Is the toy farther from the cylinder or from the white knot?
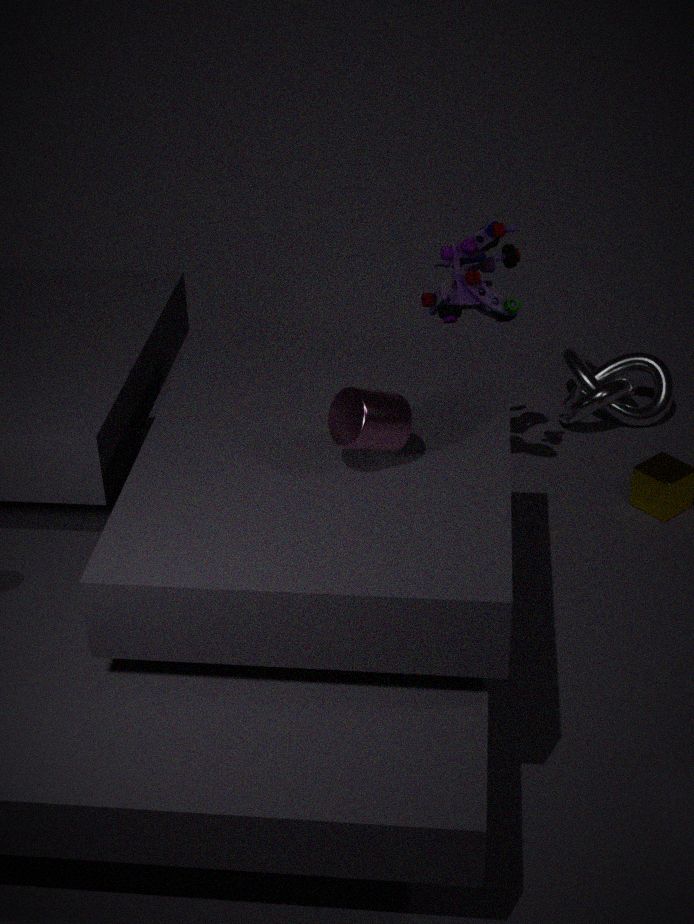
the cylinder
